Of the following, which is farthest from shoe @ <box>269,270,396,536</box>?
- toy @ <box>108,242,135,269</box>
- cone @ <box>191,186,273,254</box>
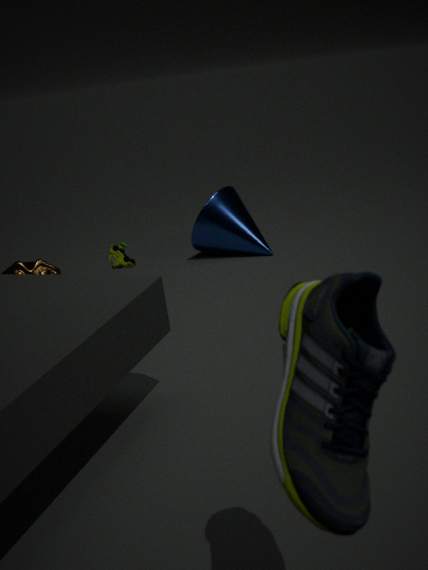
cone @ <box>191,186,273,254</box>
